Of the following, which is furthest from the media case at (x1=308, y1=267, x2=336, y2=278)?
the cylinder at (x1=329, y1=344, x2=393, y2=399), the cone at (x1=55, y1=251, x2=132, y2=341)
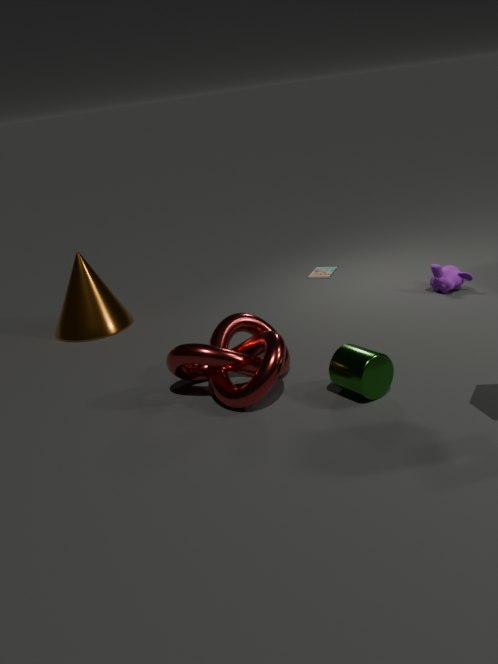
the cylinder at (x1=329, y1=344, x2=393, y2=399)
